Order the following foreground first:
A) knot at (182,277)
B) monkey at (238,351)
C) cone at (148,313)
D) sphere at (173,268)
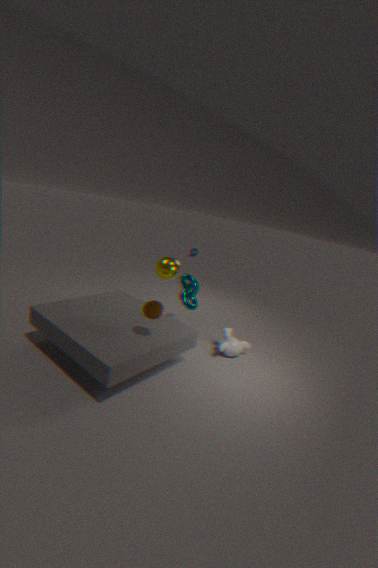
1. cone at (148,313)
2. monkey at (238,351)
3. knot at (182,277)
4. sphere at (173,268)
